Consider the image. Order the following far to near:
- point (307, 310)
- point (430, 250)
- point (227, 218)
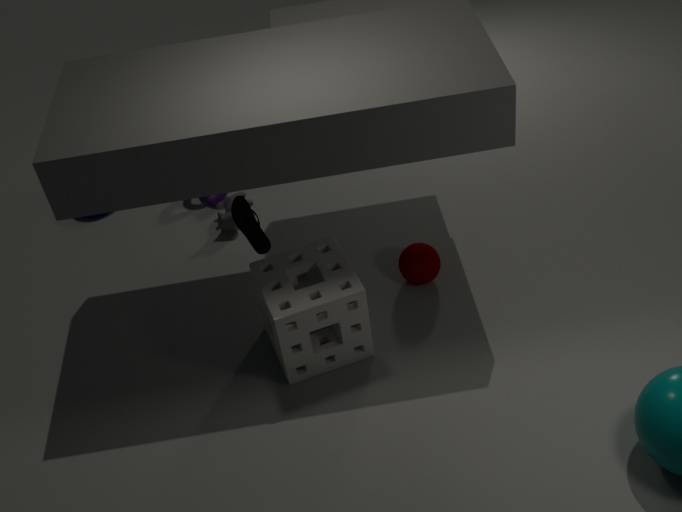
1. point (227, 218)
2. point (430, 250)
3. point (307, 310)
